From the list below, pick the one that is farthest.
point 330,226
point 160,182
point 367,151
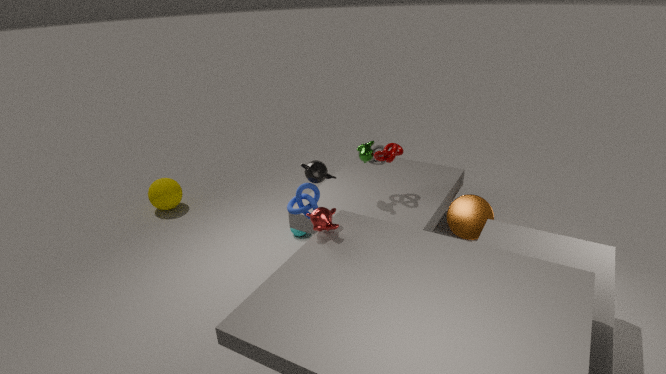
point 160,182
